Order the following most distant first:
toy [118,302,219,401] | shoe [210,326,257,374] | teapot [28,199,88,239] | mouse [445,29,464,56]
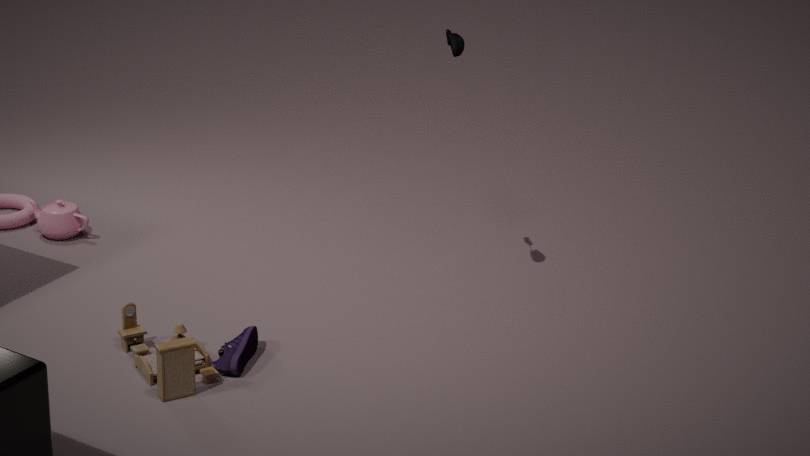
teapot [28,199,88,239] → mouse [445,29,464,56] → shoe [210,326,257,374] → toy [118,302,219,401]
